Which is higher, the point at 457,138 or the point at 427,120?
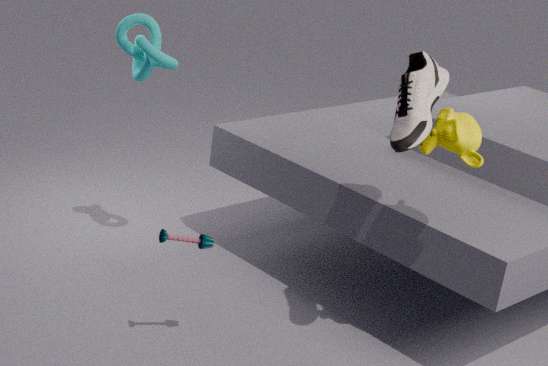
the point at 427,120
